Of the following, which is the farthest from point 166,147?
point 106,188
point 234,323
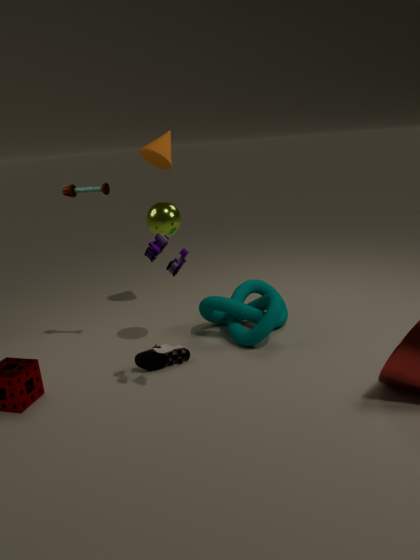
point 234,323
